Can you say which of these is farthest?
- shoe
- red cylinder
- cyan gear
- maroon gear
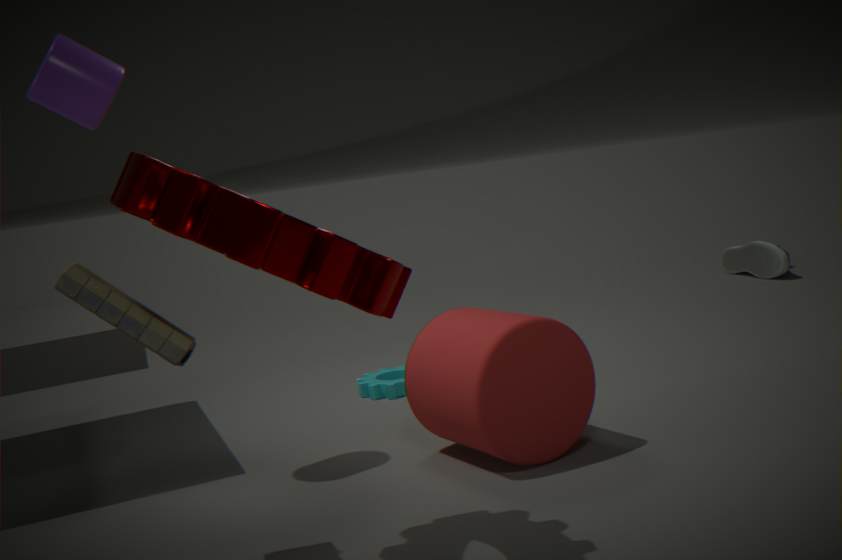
shoe
